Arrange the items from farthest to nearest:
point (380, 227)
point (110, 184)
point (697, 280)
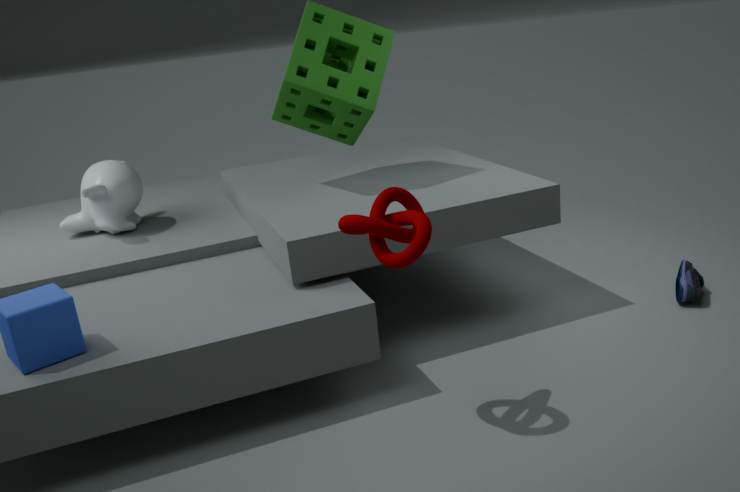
1. point (110, 184)
2. point (697, 280)
3. point (380, 227)
